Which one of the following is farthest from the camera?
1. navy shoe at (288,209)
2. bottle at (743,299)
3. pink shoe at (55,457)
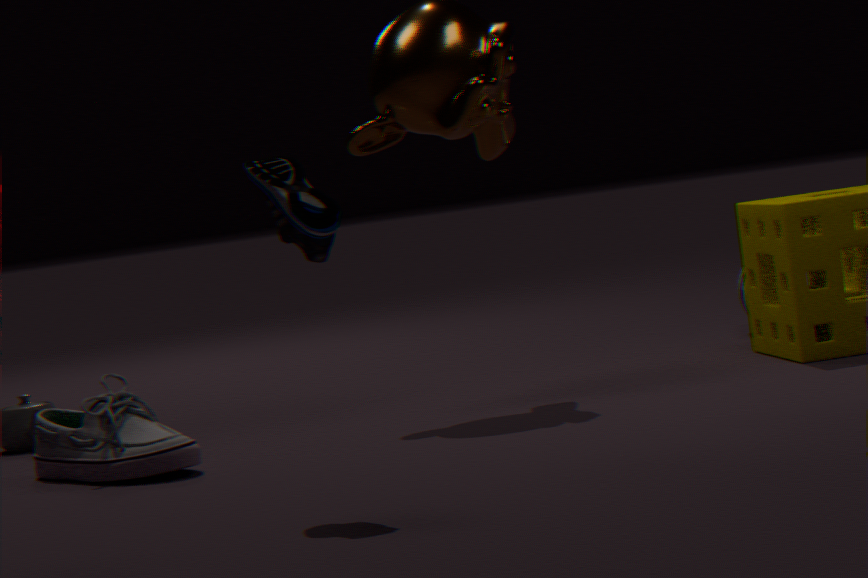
bottle at (743,299)
